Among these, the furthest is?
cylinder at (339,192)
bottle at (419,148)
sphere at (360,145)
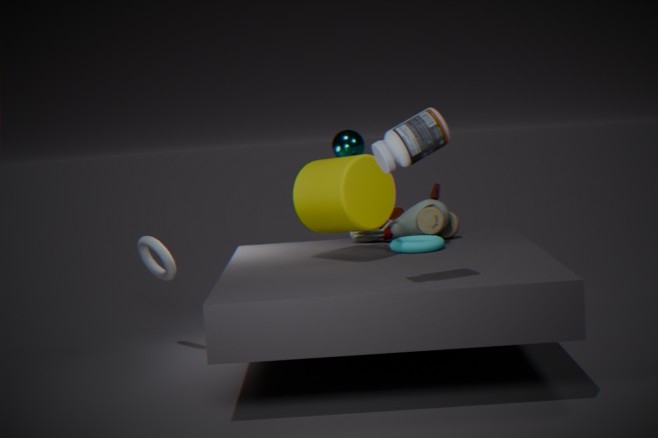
sphere at (360,145)
